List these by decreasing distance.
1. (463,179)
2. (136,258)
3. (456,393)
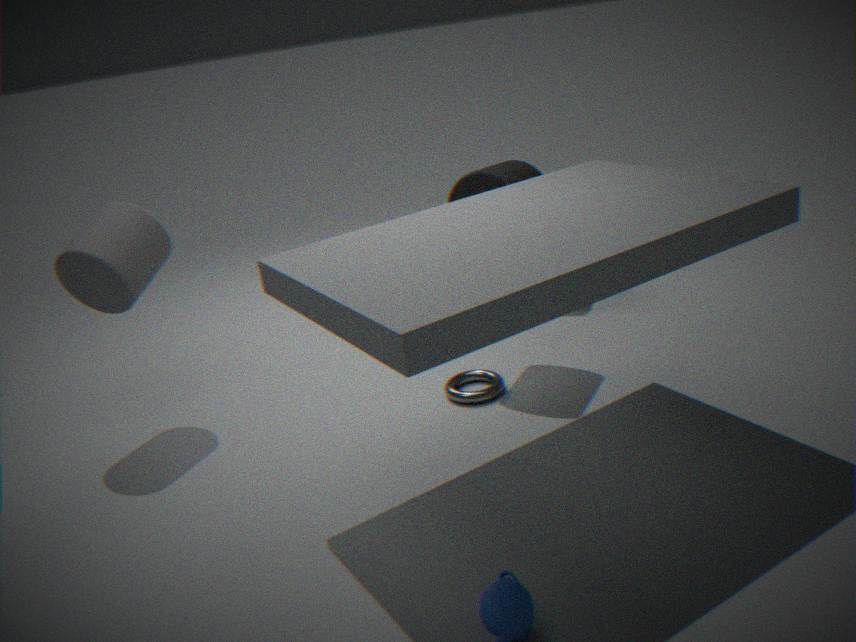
(456,393) < (463,179) < (136,258)
